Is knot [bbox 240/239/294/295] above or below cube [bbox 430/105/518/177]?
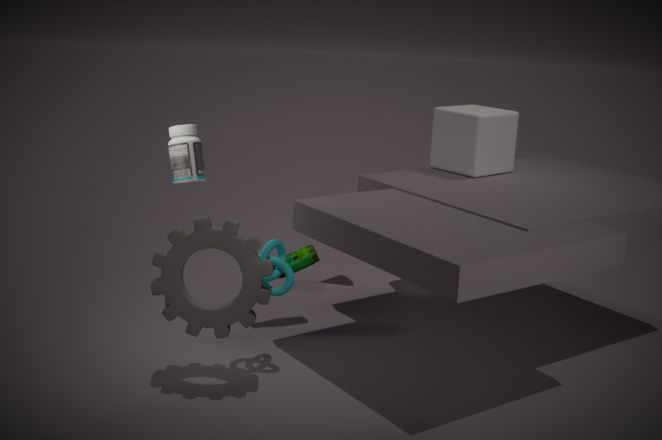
below
